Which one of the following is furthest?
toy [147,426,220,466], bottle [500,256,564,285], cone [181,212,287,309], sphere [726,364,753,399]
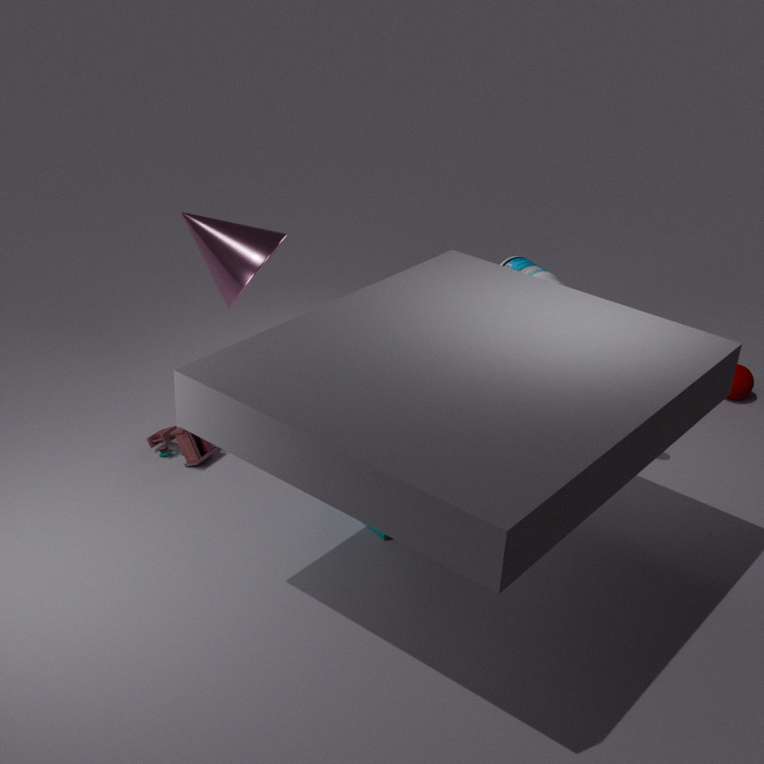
sphere [726,364,753,399]
